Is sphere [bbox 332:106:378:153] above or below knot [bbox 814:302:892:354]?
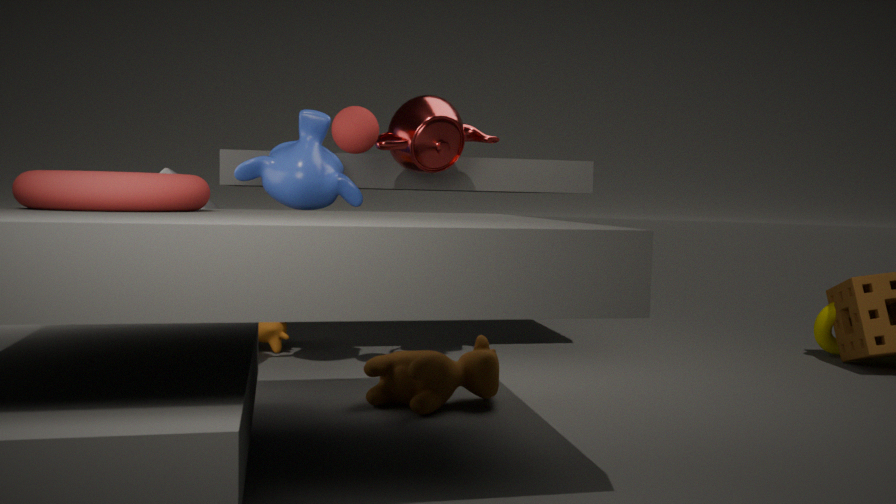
above
